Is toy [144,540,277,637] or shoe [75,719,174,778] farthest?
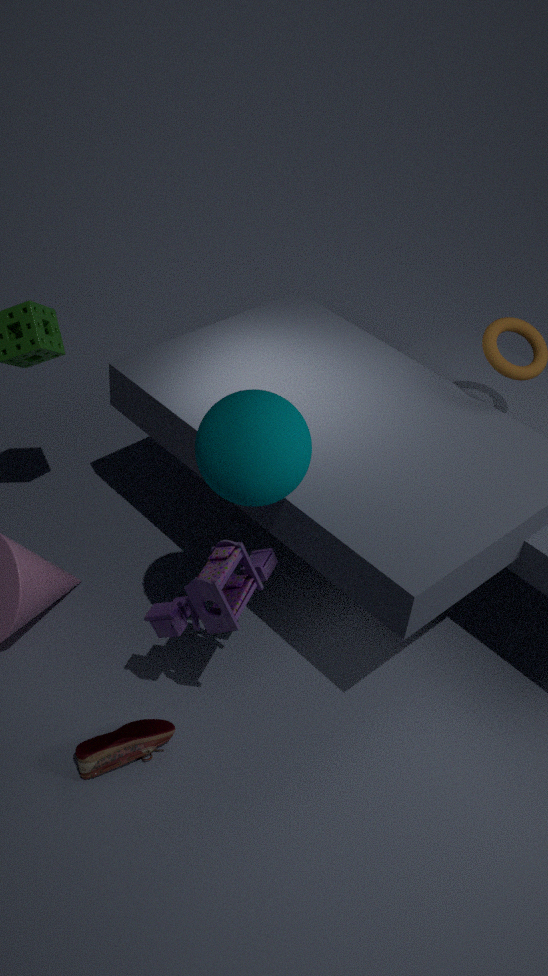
shoe [75,719,174,778]
